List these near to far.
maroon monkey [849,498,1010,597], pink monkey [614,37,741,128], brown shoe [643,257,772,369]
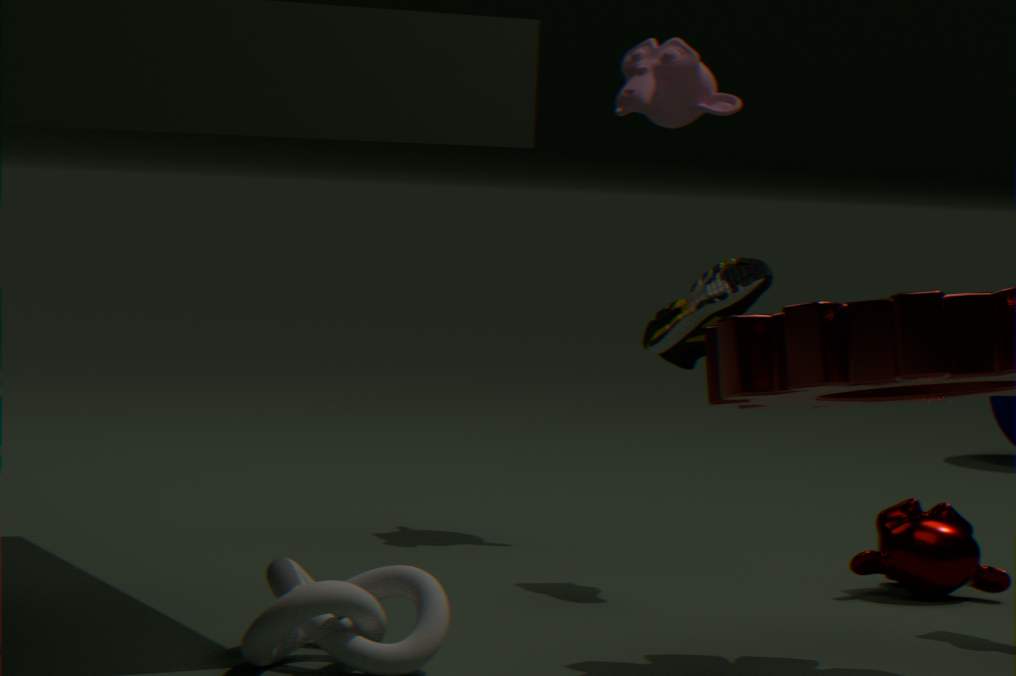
1. brown shoe [643,257,772,369]
2. maroon monkey [849,498,1010,597]
3. pink monkey [614,37,741,128]
